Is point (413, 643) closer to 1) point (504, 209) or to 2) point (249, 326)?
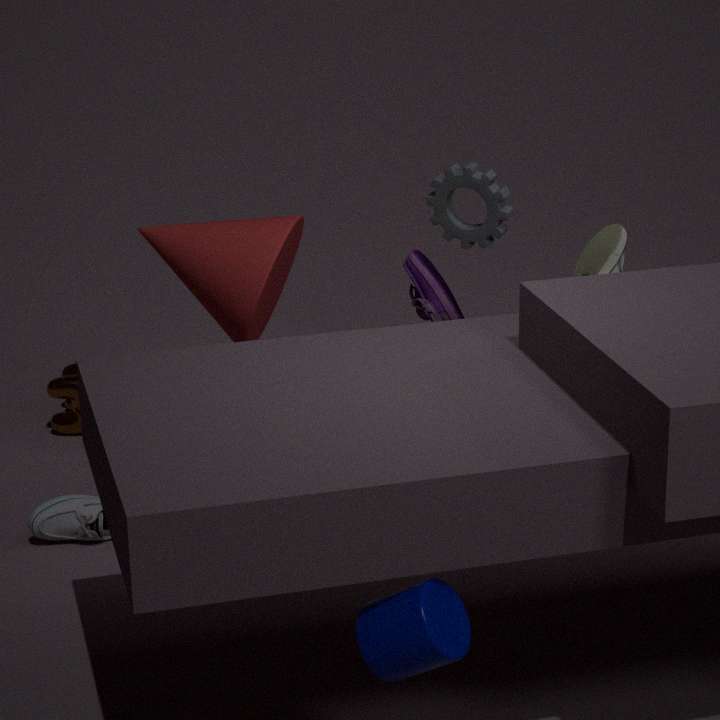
2) point (249, 326)
